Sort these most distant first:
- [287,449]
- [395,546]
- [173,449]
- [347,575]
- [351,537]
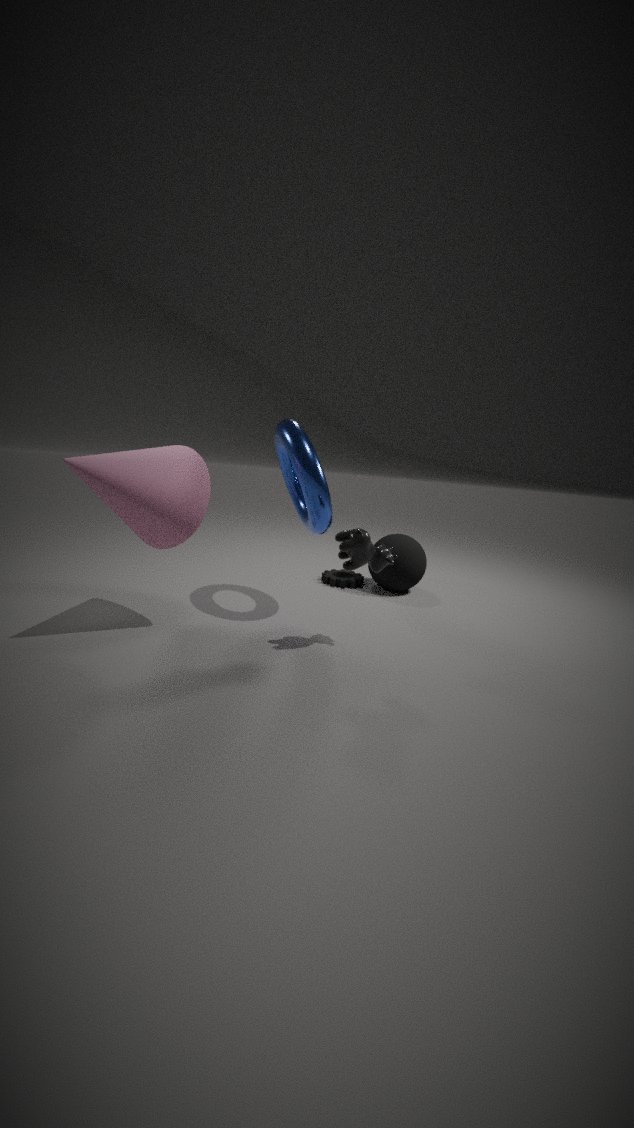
[347,575], [395,546], [287,449], [173,449], [351,537]
